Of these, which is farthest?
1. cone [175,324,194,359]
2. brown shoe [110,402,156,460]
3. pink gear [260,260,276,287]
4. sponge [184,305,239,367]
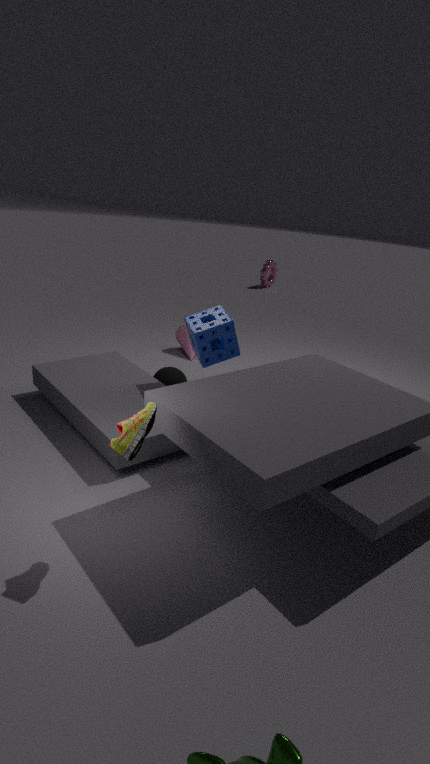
→ pink gear [260,260,276,287]
